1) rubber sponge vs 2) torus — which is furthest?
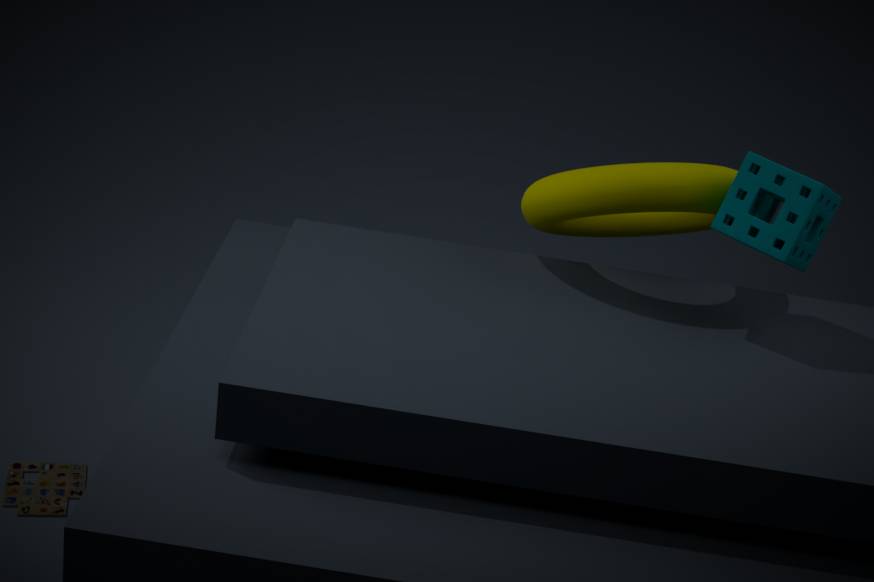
2. torus
